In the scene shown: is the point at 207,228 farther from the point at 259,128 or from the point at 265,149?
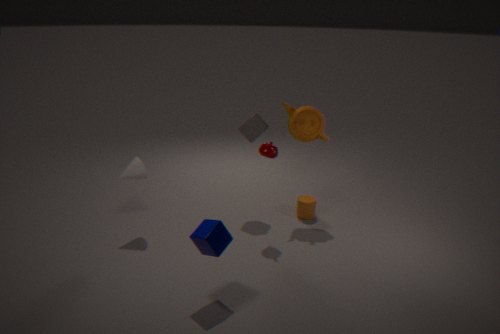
the point at 259,128
